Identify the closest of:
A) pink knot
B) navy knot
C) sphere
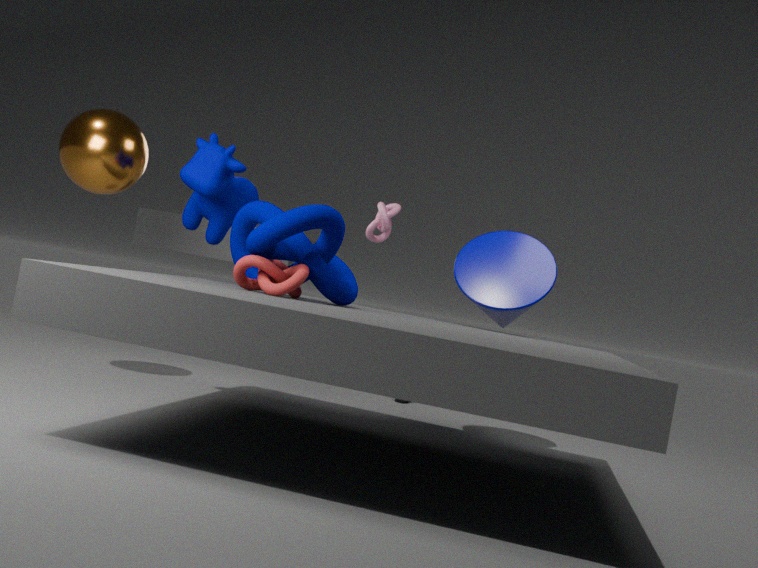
navy knot
